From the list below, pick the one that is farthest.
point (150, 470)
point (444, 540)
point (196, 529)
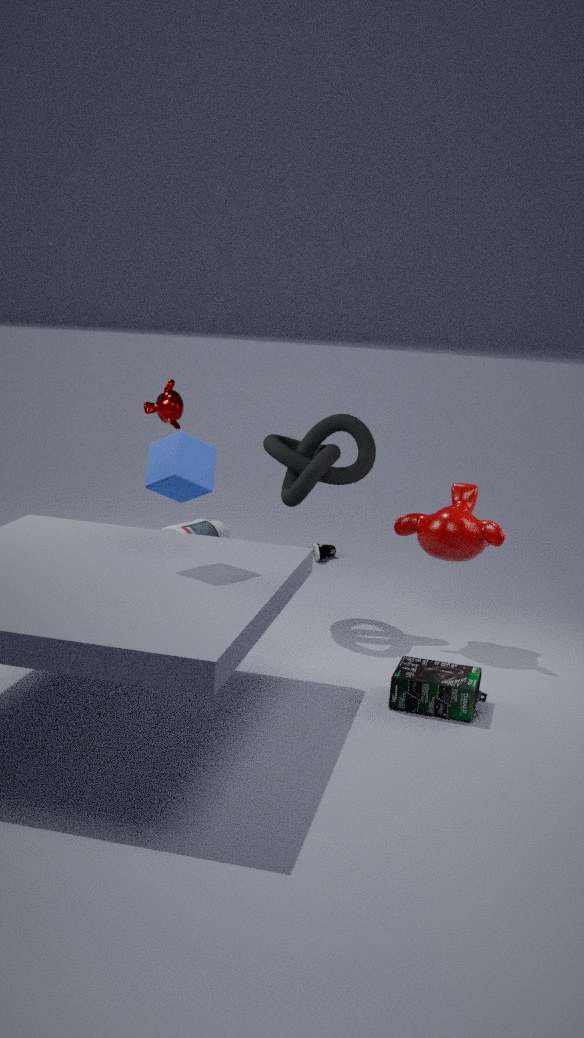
point (196, 529)
